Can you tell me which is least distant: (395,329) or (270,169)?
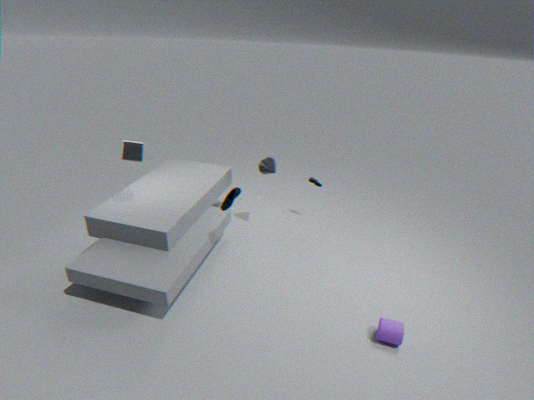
(395,329)
